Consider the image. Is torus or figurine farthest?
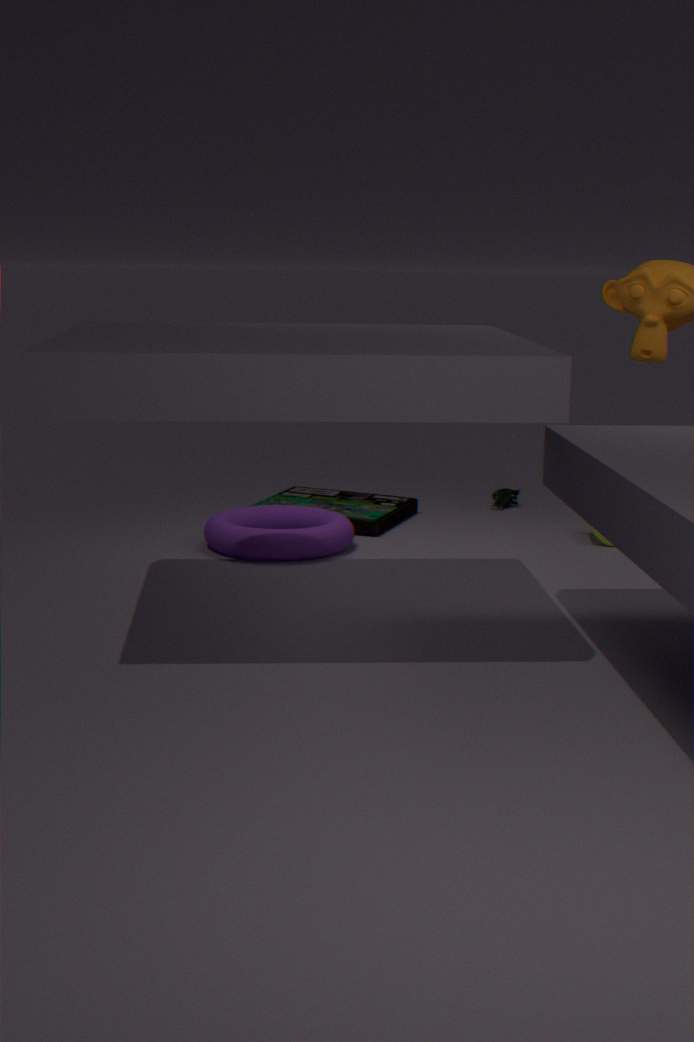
figurine
